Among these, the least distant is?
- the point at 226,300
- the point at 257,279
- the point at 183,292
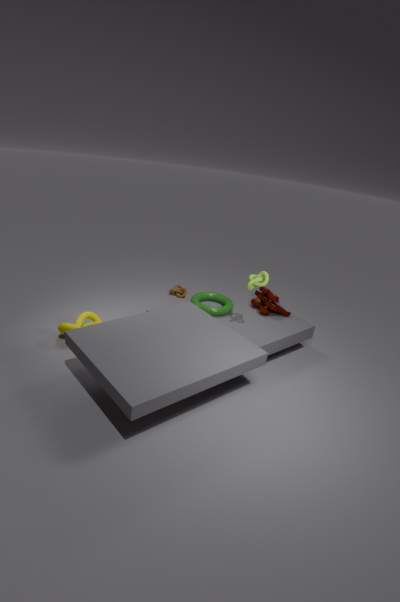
the point at 257,279
